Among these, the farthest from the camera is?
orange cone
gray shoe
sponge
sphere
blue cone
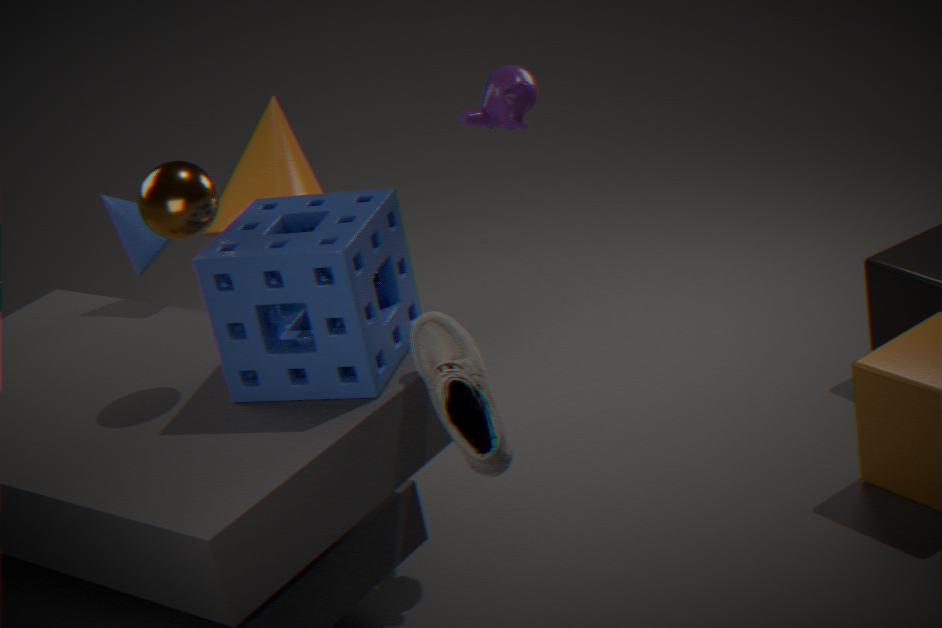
orange cone
